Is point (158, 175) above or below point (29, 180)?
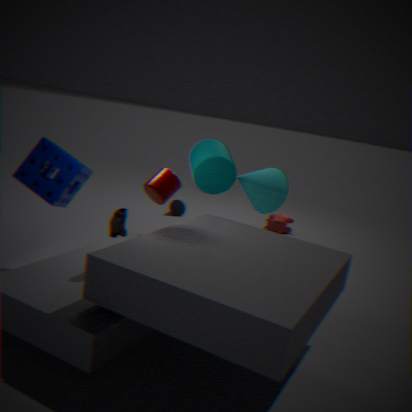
above
